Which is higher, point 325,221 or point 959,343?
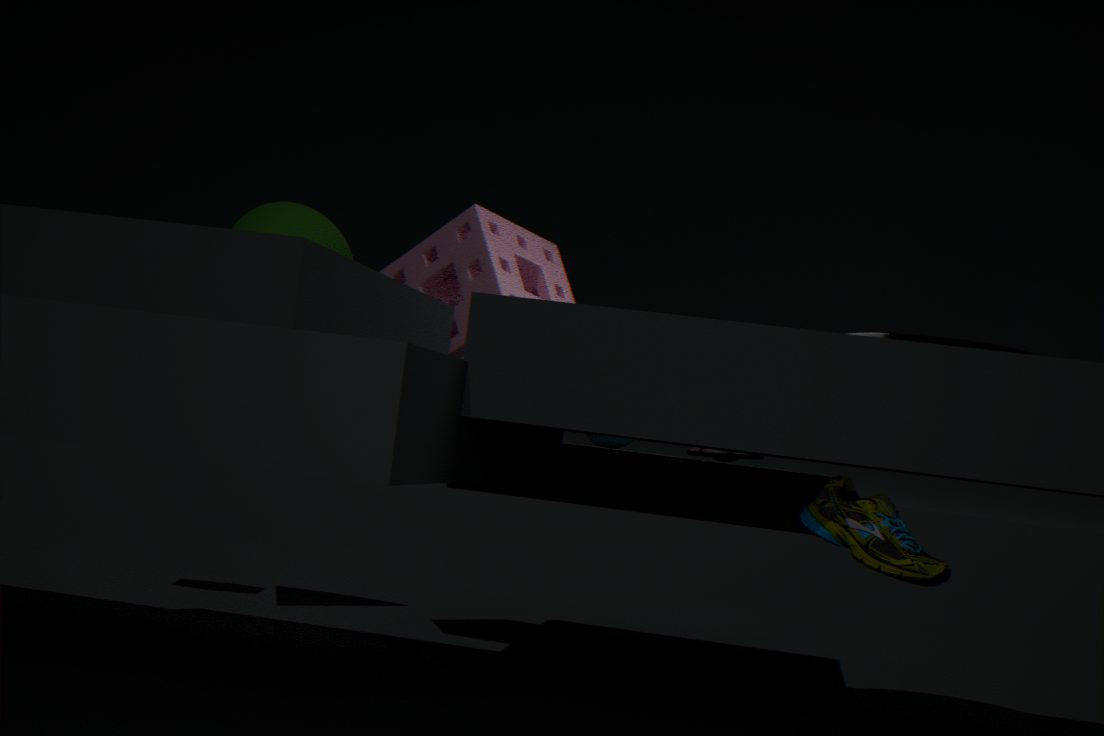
point 325,221
